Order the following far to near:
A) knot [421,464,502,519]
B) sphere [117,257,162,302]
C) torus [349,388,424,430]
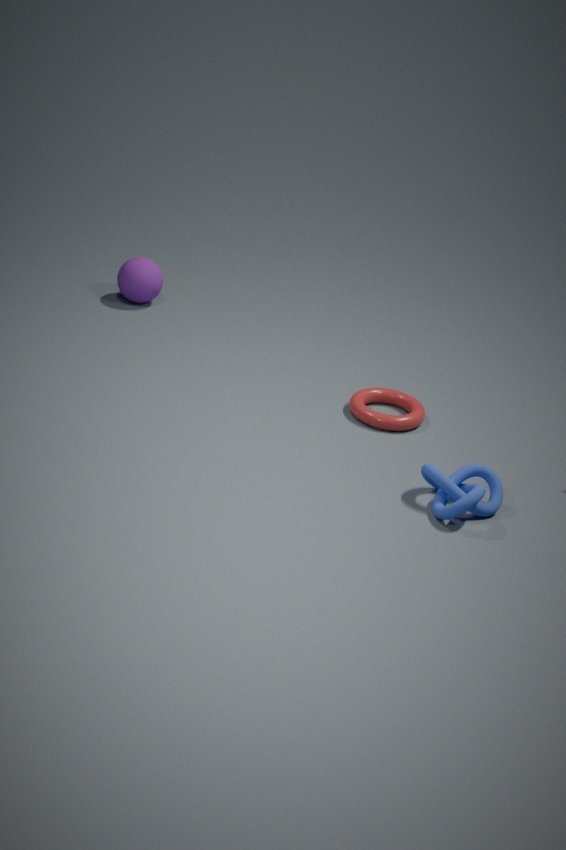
sphere [117,257,162,302]
torus [349,388,424,430]
knot [421,464,502,519]
